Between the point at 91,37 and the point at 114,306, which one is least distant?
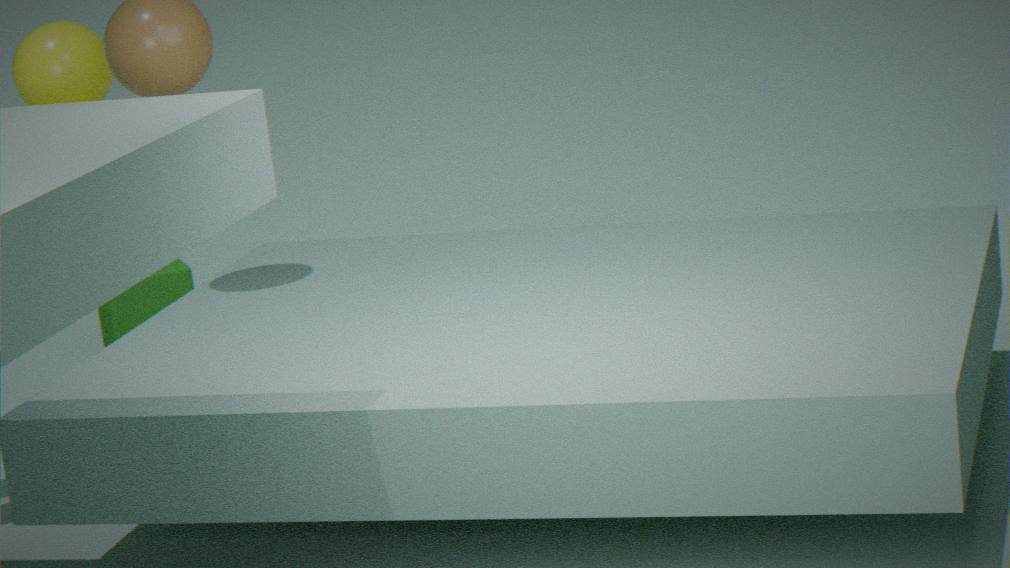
the point at 91,37
